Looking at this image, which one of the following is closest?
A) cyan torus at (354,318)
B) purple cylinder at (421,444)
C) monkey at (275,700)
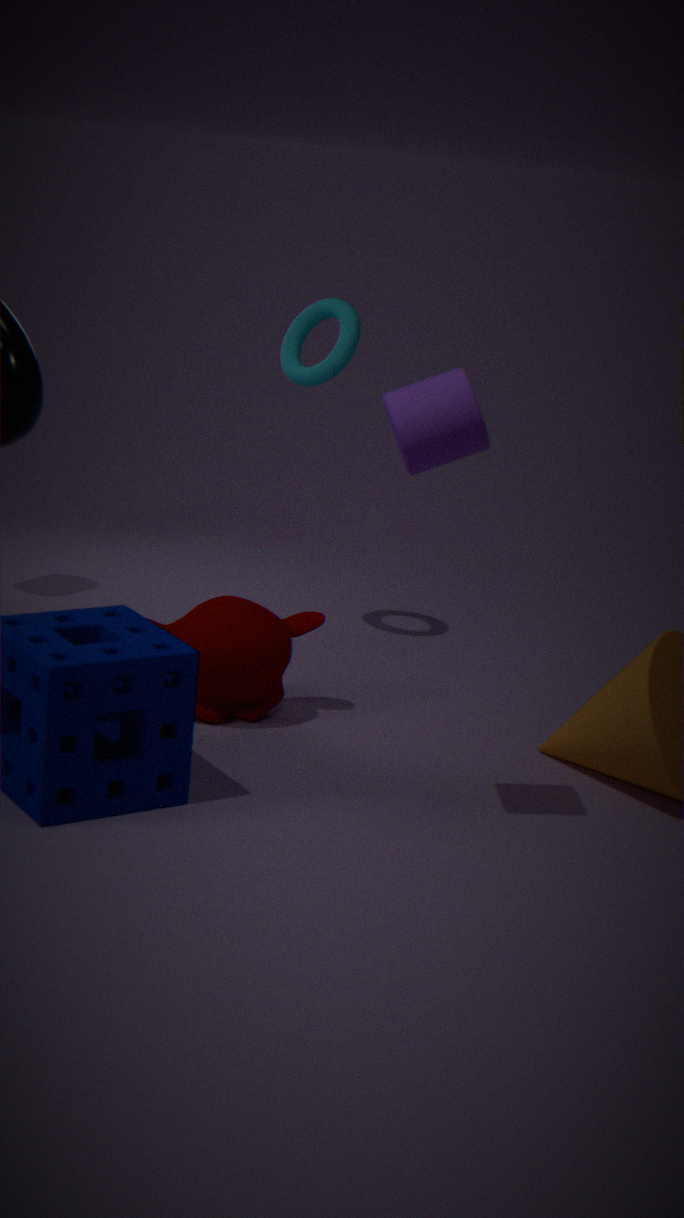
B. purple cylinder at (421,444)
